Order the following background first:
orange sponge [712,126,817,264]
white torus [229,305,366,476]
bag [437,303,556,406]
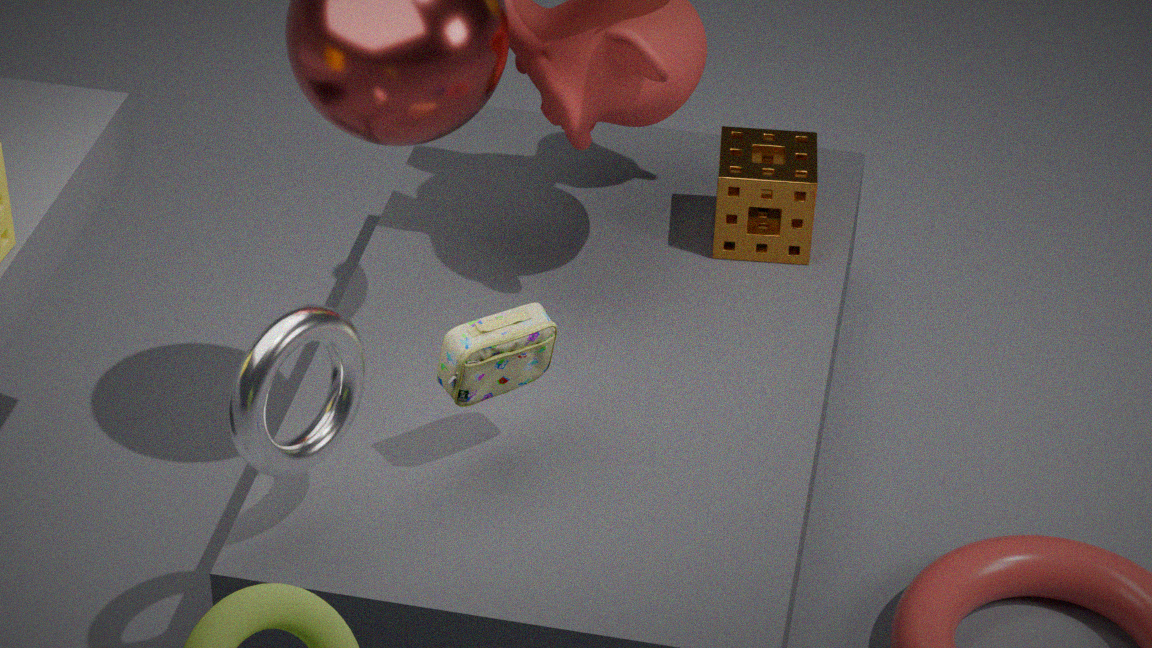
orange sponge [712,126,817,264] < bag [437,303,556,406] < white torus [229,305,366,476]
